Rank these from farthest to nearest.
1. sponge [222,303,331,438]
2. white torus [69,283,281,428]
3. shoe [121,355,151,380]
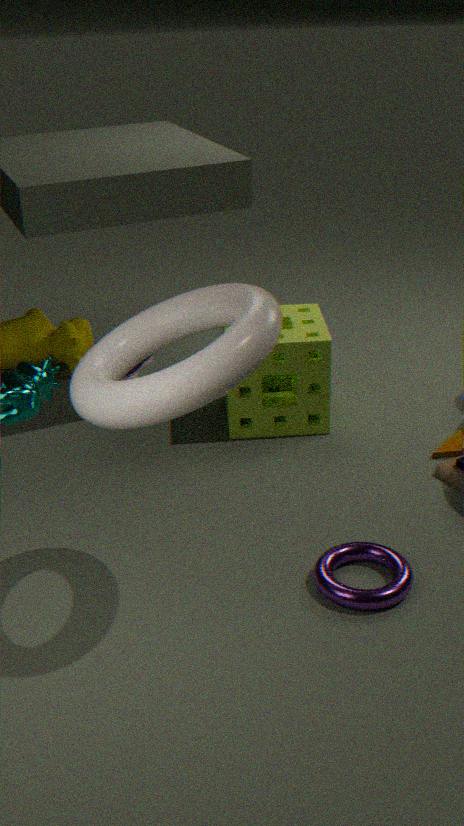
shoe [121,355,151,380]
sponge [222,303,331,438]
white torus [69,283,281,428]
